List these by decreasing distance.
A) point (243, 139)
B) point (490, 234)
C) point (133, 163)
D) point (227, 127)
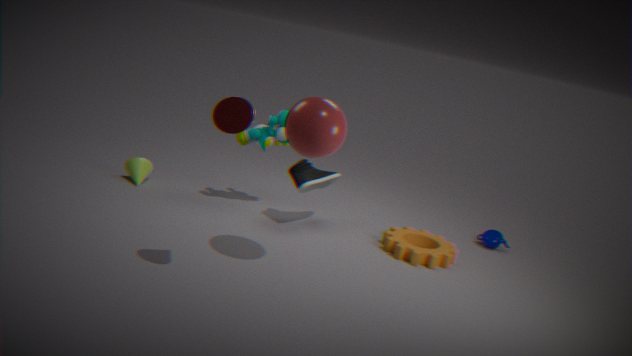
point (490, 234), point (133, 163), point (243, 139), point (227, 127)
